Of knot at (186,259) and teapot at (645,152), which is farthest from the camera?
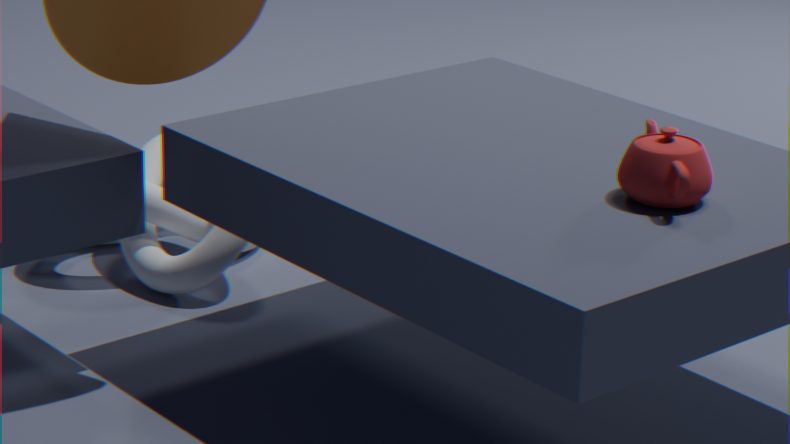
knot at (186,259)
